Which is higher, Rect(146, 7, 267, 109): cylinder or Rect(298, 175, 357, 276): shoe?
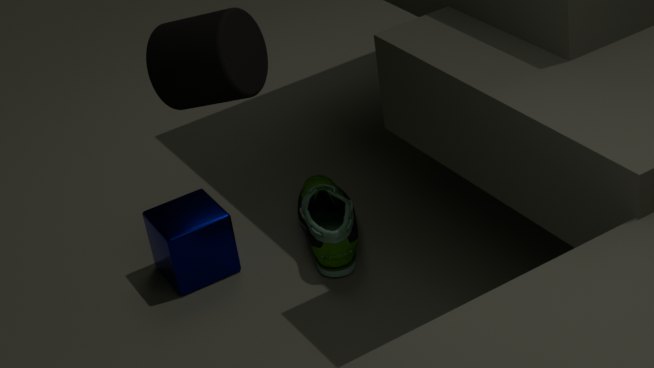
Rect(146, 7, 267, 109): cylinder
